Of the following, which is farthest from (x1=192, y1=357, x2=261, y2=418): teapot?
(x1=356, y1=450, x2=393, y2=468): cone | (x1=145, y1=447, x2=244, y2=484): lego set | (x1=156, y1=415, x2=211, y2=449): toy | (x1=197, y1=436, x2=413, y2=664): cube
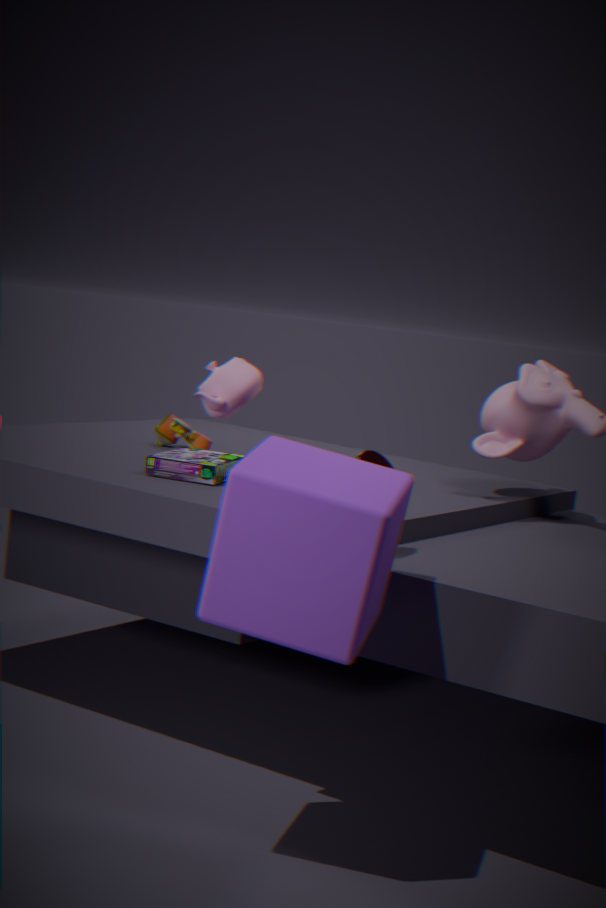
(x1=156, y1=415, x2=211, y2=449): toy
